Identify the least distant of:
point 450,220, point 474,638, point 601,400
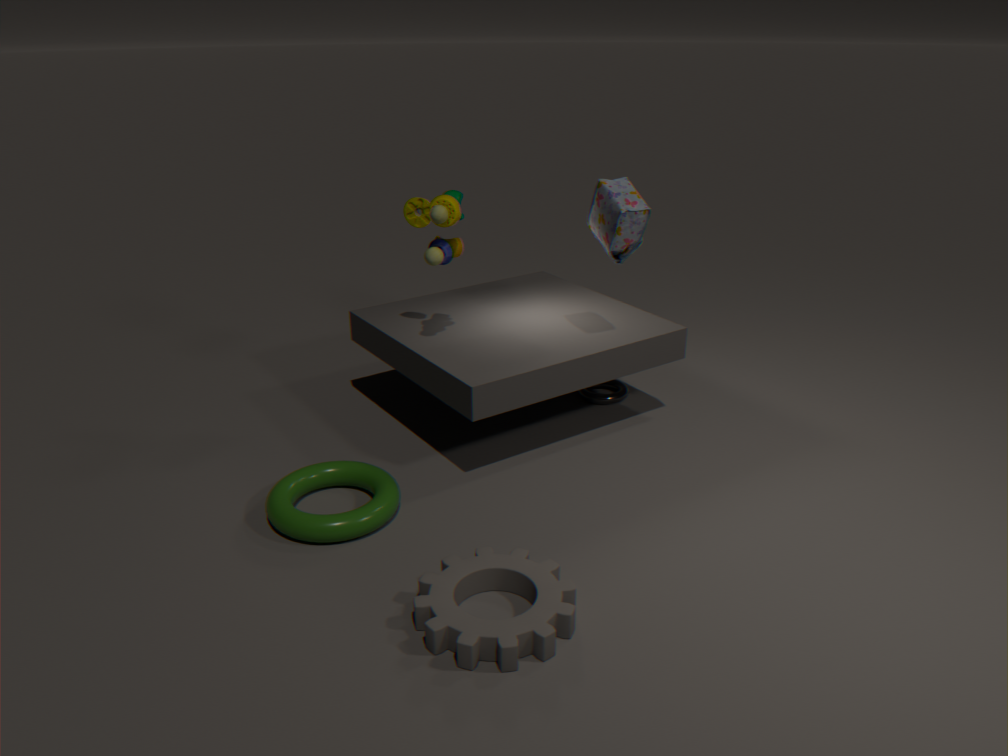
point 474,638
